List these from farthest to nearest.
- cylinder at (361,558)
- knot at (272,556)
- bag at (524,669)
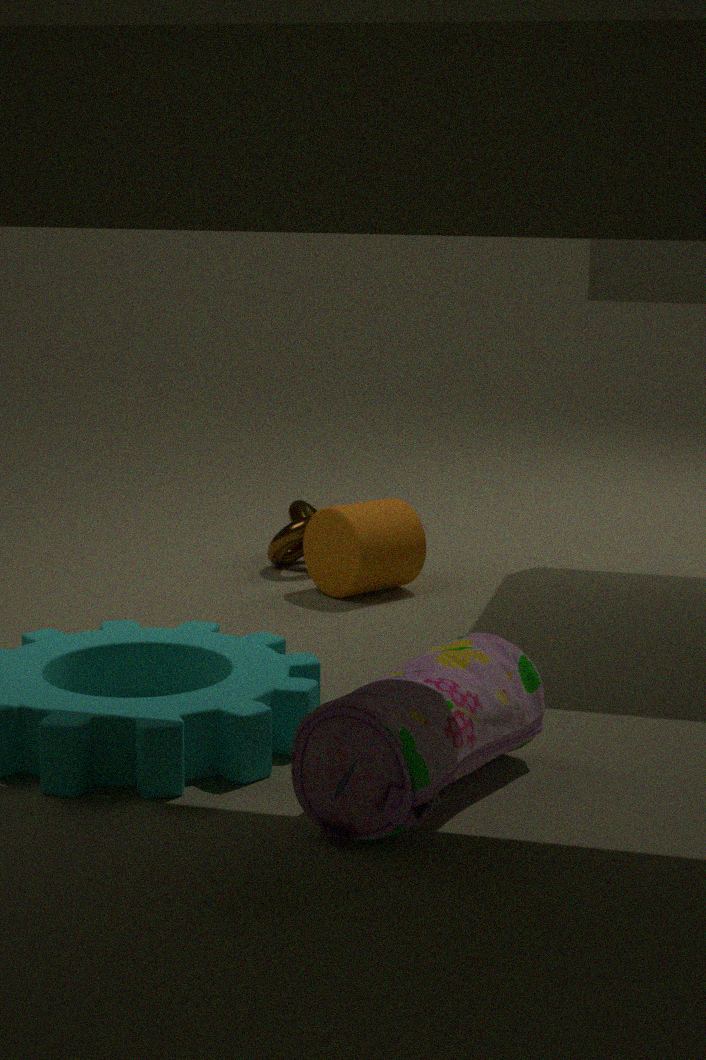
knot at (272,556) < cylinder at (361,558) < bag at (524,669)
